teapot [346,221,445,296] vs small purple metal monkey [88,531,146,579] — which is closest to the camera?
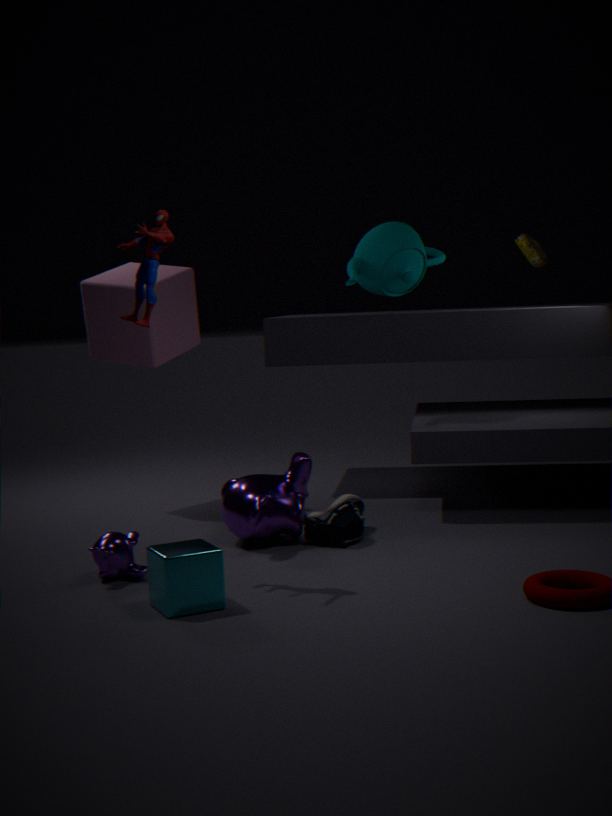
small purple metal monkey [88,531,146,579]
